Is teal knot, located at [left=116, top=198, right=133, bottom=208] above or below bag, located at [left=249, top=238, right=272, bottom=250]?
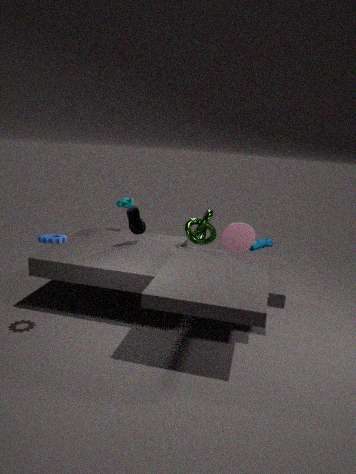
above
